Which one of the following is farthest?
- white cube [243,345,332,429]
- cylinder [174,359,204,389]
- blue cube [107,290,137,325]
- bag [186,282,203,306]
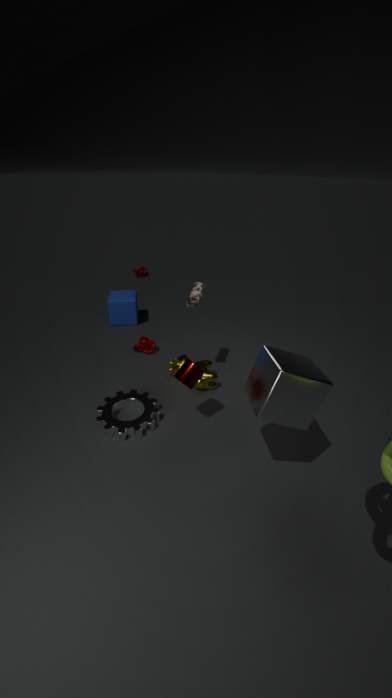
blue cube [107,290,137,325]
